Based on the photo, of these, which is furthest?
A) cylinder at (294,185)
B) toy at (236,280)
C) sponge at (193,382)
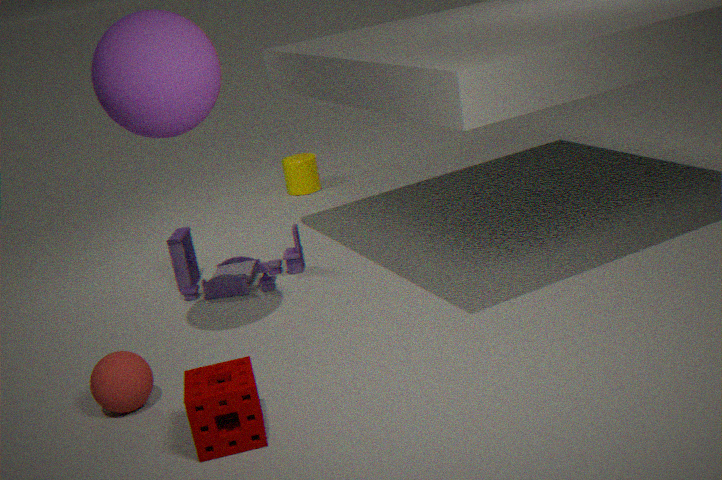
cylinder at (294,185)
